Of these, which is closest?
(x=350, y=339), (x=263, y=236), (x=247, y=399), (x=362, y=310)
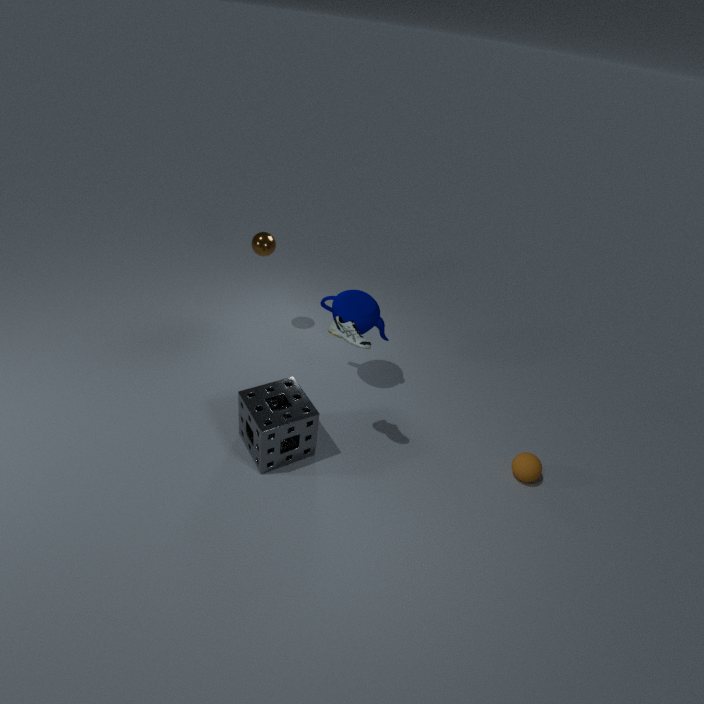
(x=350, y=339)
